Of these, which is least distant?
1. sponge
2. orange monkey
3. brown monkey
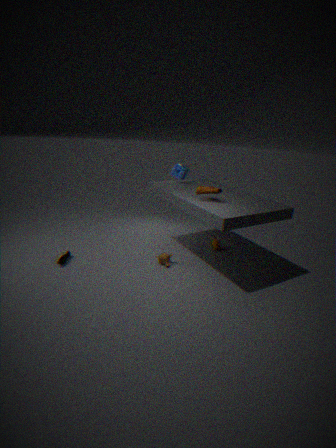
brown monkey
